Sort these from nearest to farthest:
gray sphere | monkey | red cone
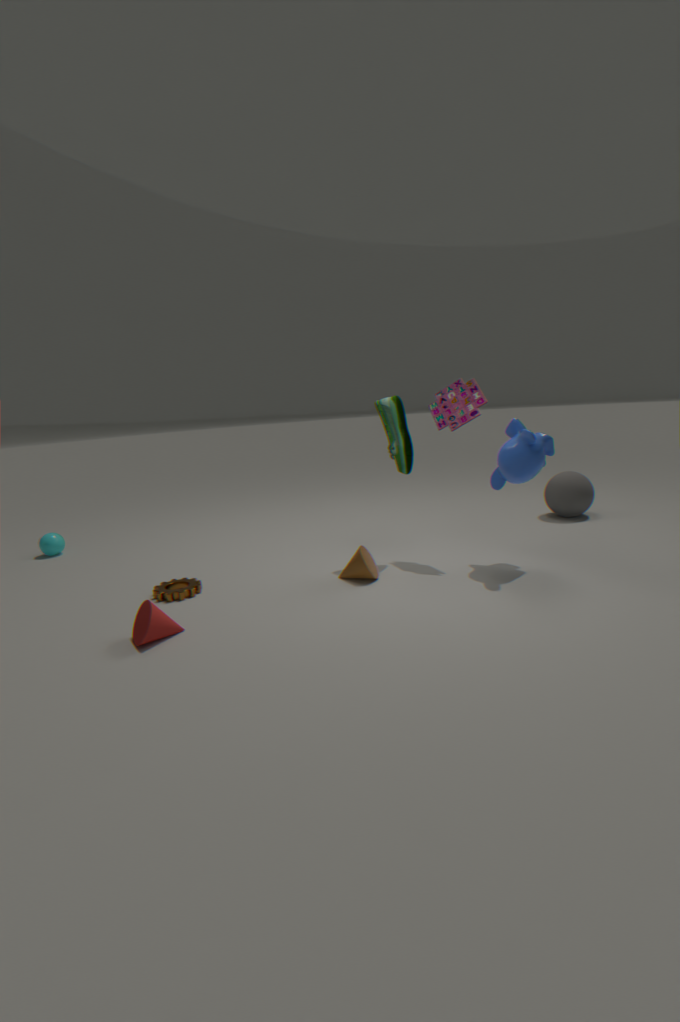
1. red cone
2. monkey
3. gray sphere
